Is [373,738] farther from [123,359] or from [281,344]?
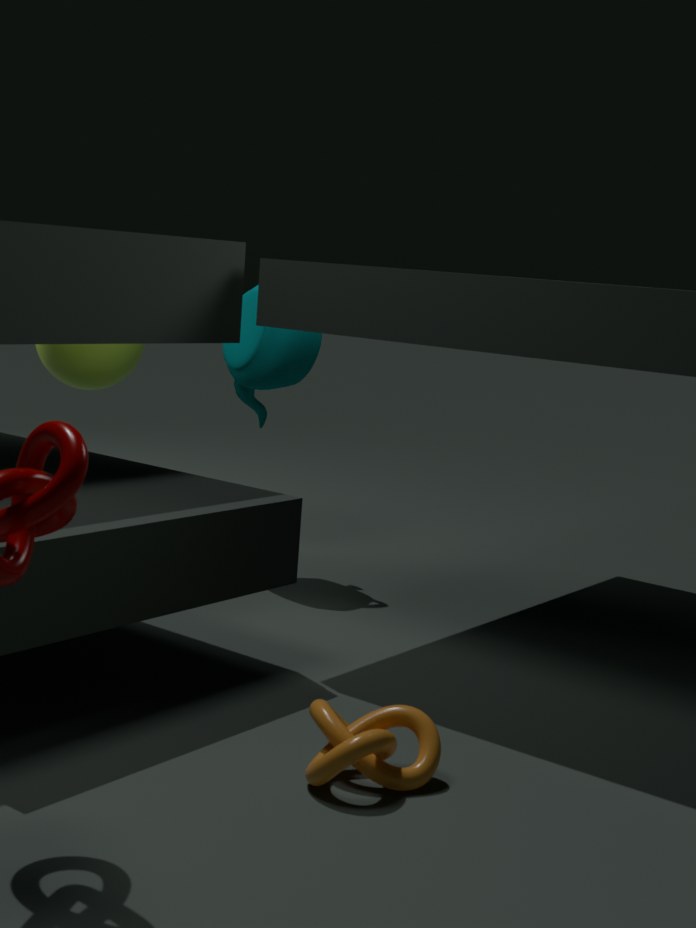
[123,359]
